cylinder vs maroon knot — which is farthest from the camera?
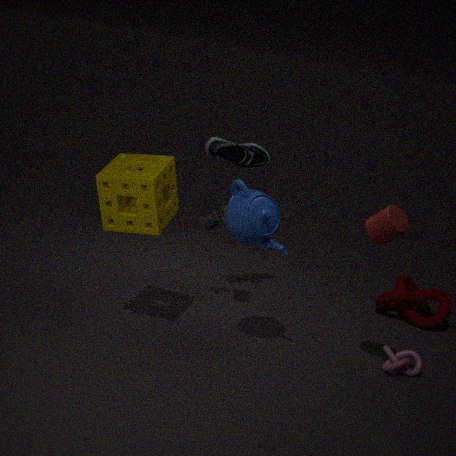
maroon knot
